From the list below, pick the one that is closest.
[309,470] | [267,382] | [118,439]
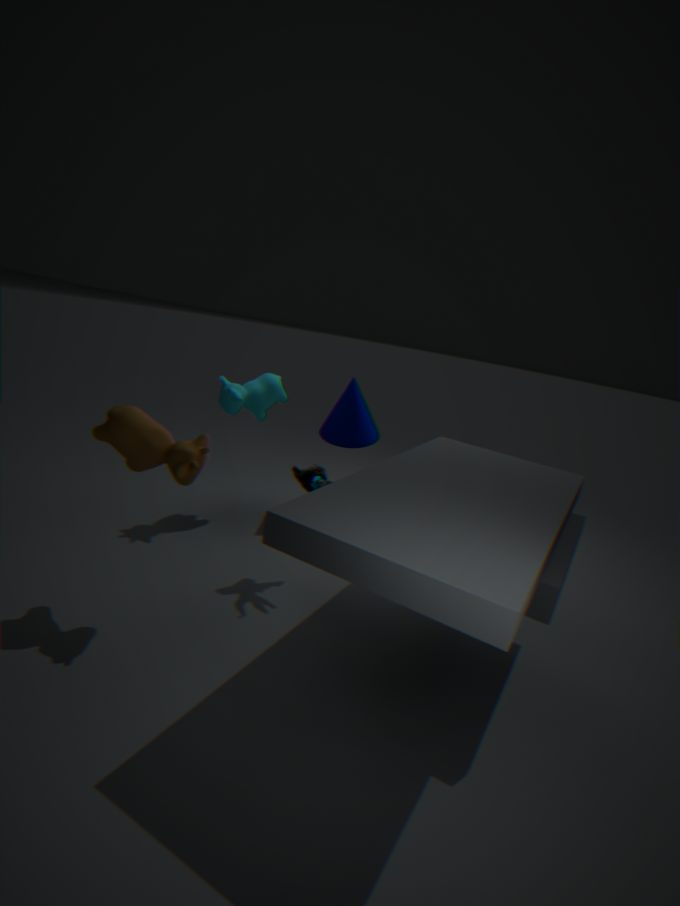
[118,439]
